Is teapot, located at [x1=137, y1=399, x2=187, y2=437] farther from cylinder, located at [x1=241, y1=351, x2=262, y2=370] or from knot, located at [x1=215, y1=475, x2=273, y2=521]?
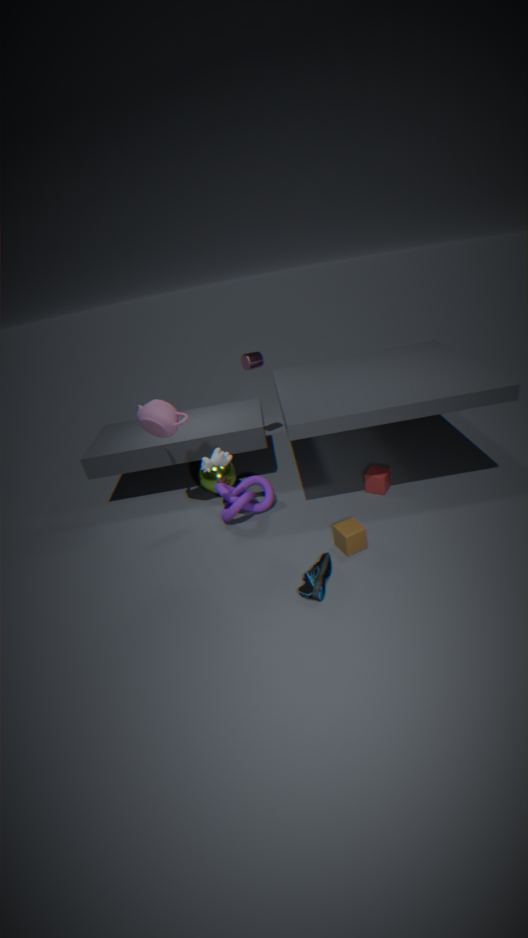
cylinder, located at [x1=241, y1=351, x2=262, y2=370]
